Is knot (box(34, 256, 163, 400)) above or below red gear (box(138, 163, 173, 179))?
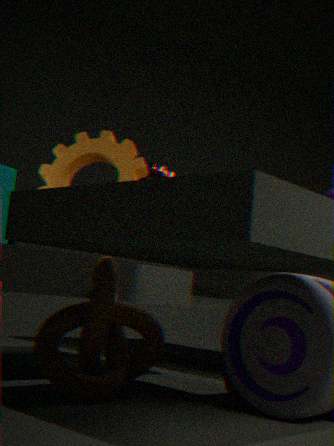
below
